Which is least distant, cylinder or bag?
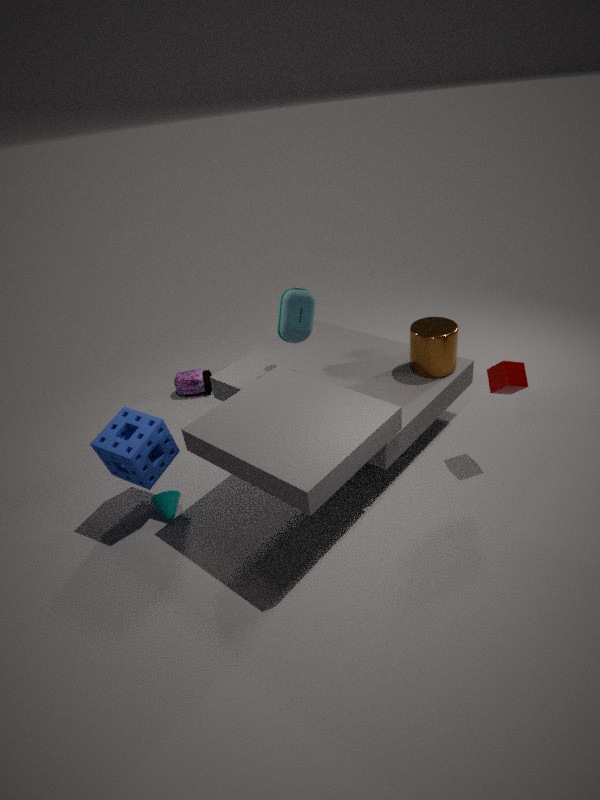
cylinder
